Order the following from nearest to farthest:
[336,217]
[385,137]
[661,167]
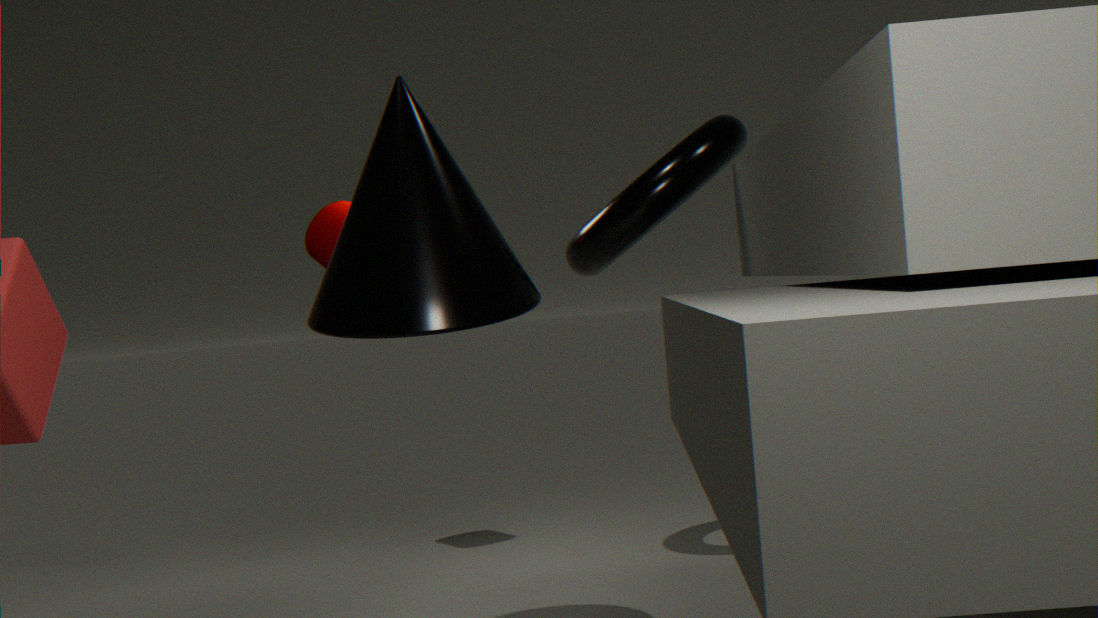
[385,137]
[661,167]
[336,217]
